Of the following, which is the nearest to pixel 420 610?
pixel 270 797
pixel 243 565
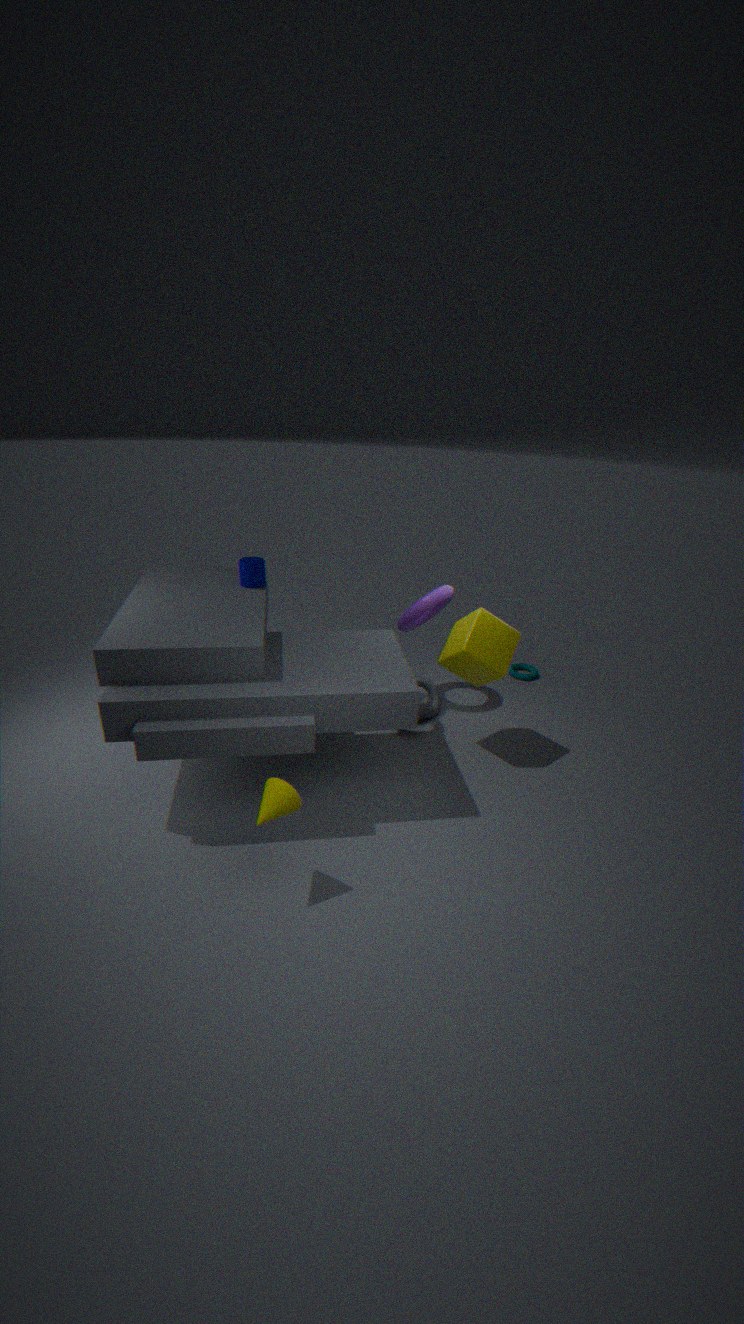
pixel 243 565
